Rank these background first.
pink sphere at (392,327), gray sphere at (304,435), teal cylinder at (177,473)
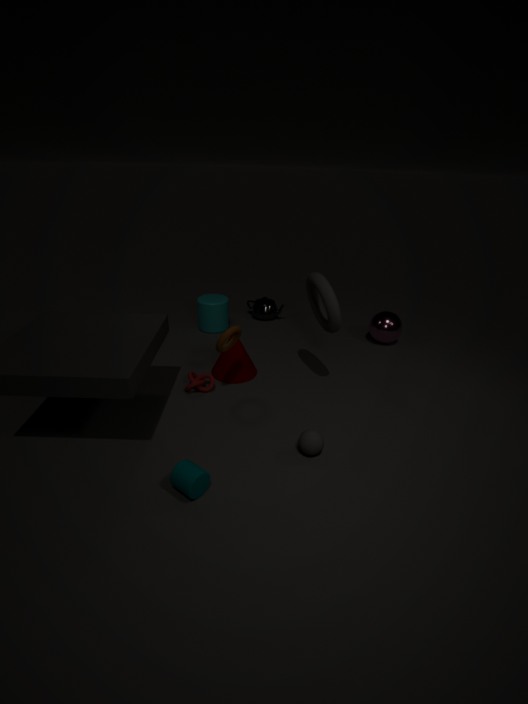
pink sphere at (392,327)
gray sphere at (304,435)
teal cylinder at (177,473)
